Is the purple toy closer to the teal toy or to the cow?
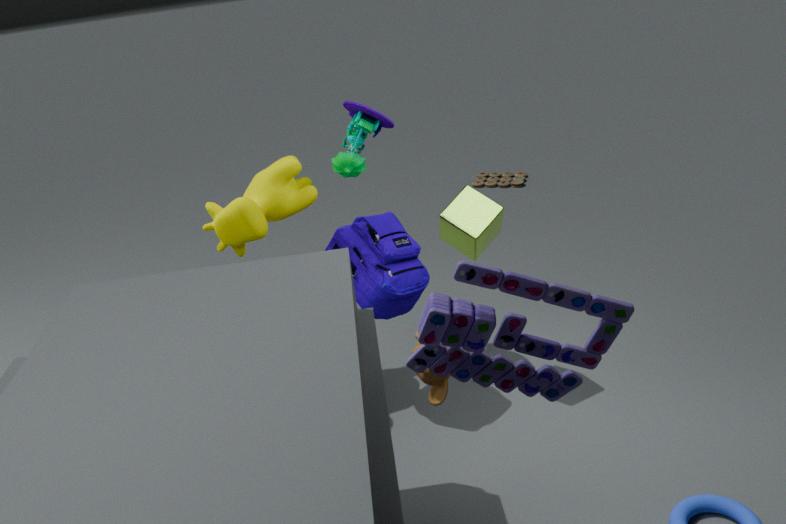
the cow
